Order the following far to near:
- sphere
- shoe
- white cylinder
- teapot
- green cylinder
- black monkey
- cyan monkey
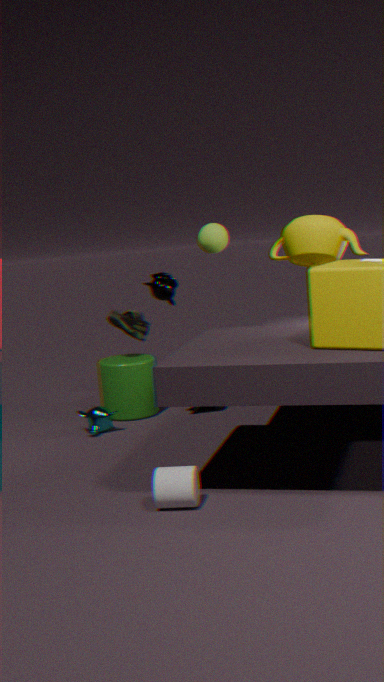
shoe, green cylinder, cyan monkey, sphere, black monkey, teapot, white cylinder
